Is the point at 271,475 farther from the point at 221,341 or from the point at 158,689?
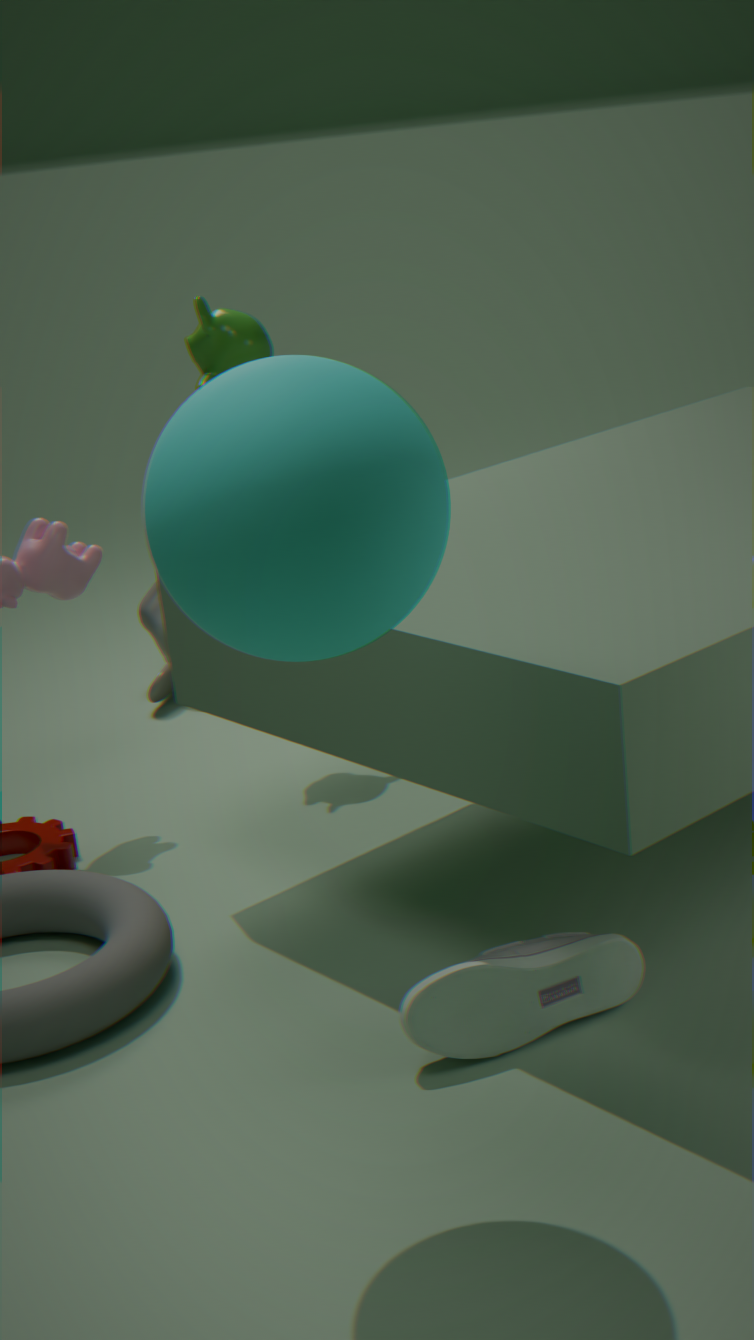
the point at 158,689
